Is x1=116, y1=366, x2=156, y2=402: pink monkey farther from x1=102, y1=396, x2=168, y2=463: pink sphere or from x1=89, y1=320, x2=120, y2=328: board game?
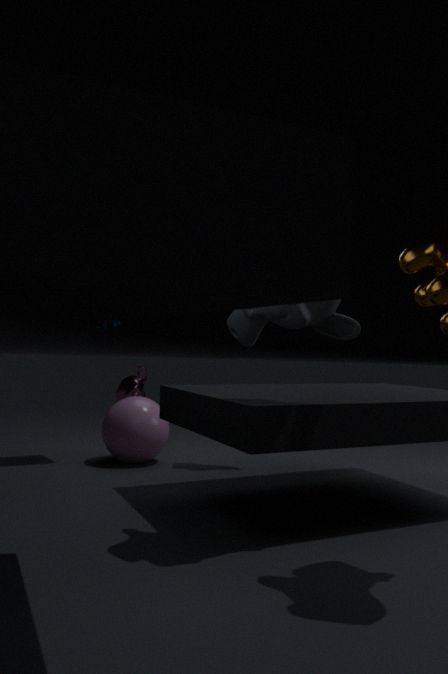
x1=89, y1=320, x2=120, y2=328: board game
